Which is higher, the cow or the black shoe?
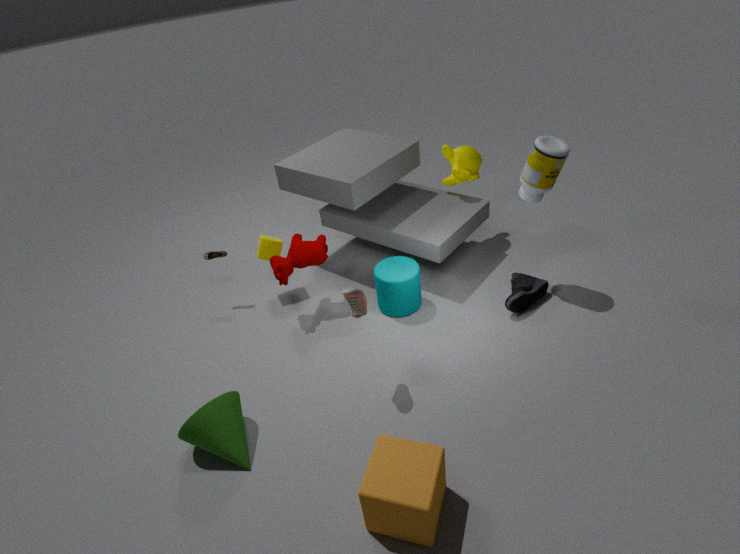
the cow
